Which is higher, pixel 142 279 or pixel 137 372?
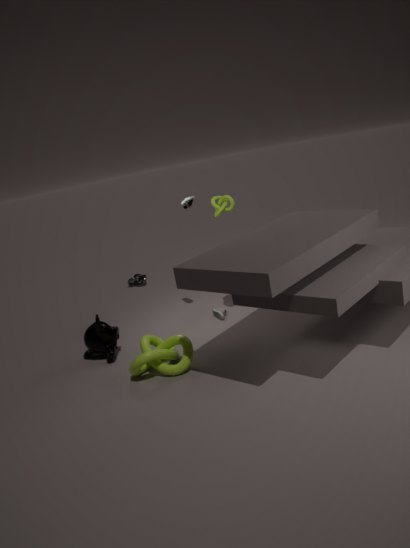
pixel 137 372
